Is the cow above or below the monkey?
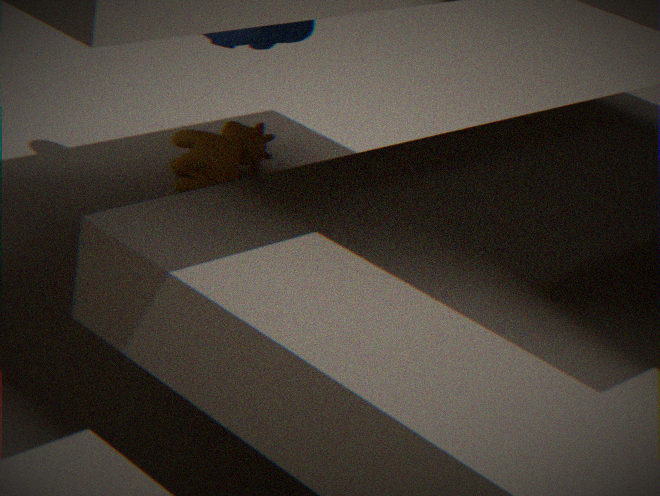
below
